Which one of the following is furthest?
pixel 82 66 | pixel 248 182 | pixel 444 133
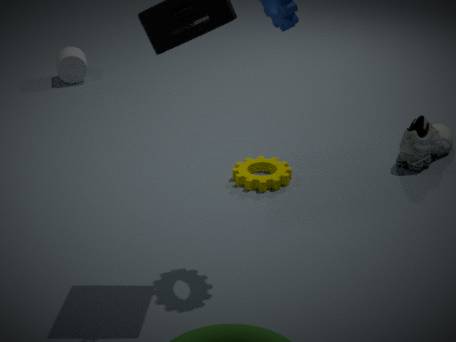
pixel 82 66
